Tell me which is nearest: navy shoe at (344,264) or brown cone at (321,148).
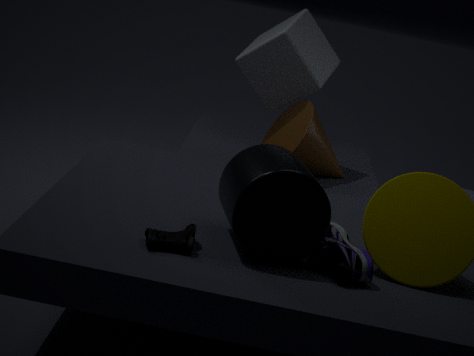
navy shoe at (344,264)
